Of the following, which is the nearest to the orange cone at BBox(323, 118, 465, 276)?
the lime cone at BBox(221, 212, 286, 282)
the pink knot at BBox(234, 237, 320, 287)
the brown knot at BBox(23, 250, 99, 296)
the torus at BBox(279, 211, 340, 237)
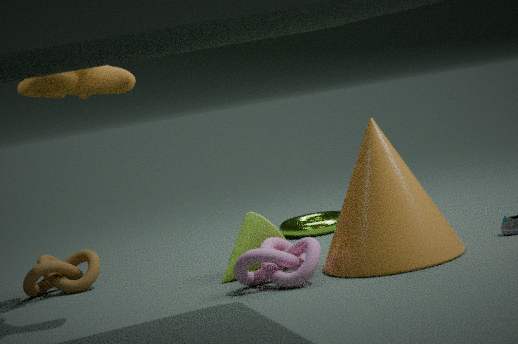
the pink knot at BBox(234, 237, 320, 287)
